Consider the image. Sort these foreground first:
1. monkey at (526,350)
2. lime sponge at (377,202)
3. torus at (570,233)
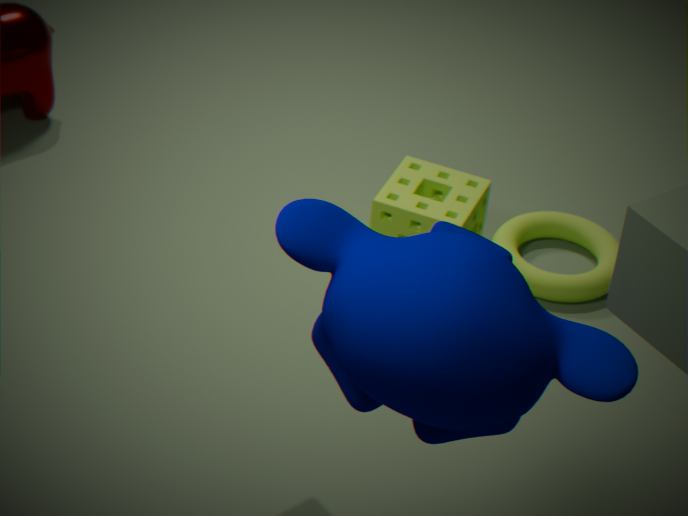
monkey at (526,350) < lime sponge at (377,202) < torus at (570,233)
